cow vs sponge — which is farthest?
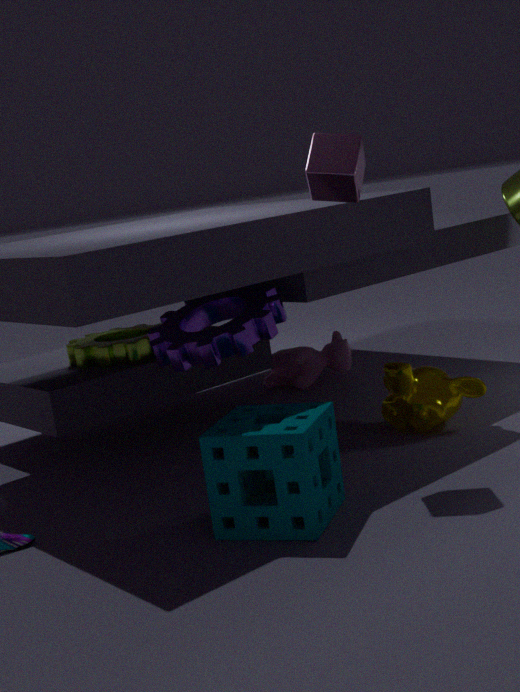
cow
